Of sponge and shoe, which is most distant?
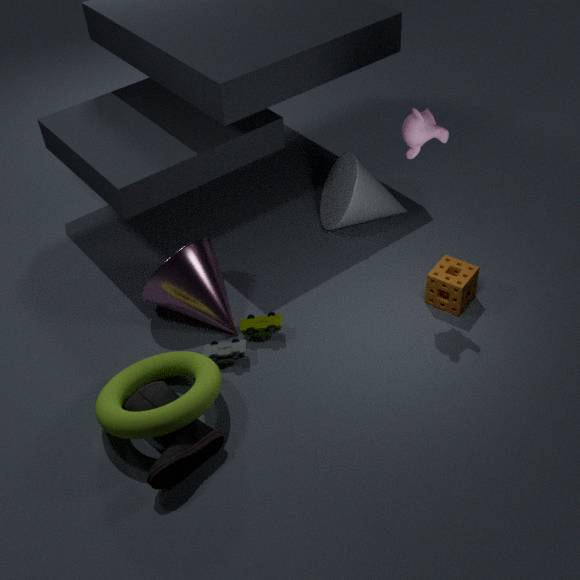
sponge
